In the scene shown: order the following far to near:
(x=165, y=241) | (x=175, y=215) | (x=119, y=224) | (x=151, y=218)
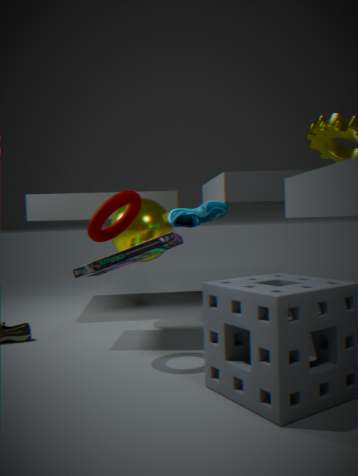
(x=151, y=218) < (x=175, y=215) < (x=165, y=241) < (x=119, y=224)
